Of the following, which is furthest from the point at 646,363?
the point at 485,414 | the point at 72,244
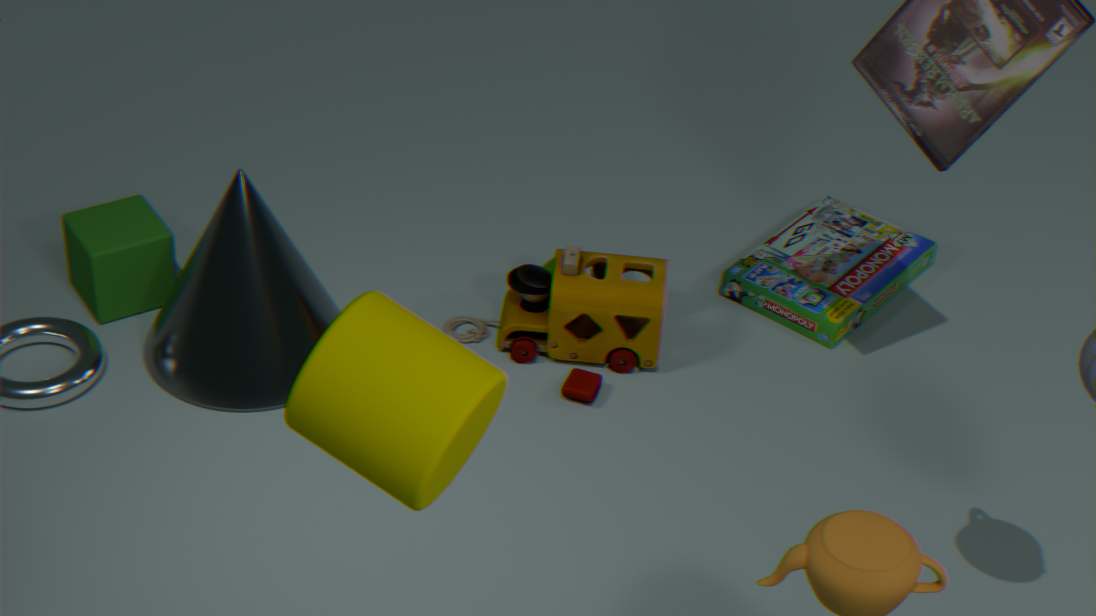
the point at 485,414
